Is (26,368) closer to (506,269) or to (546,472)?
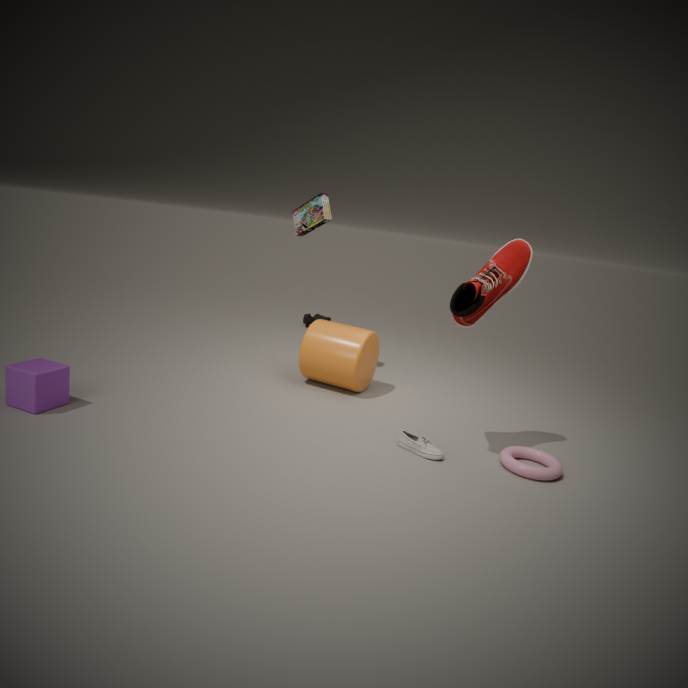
(506,269)
